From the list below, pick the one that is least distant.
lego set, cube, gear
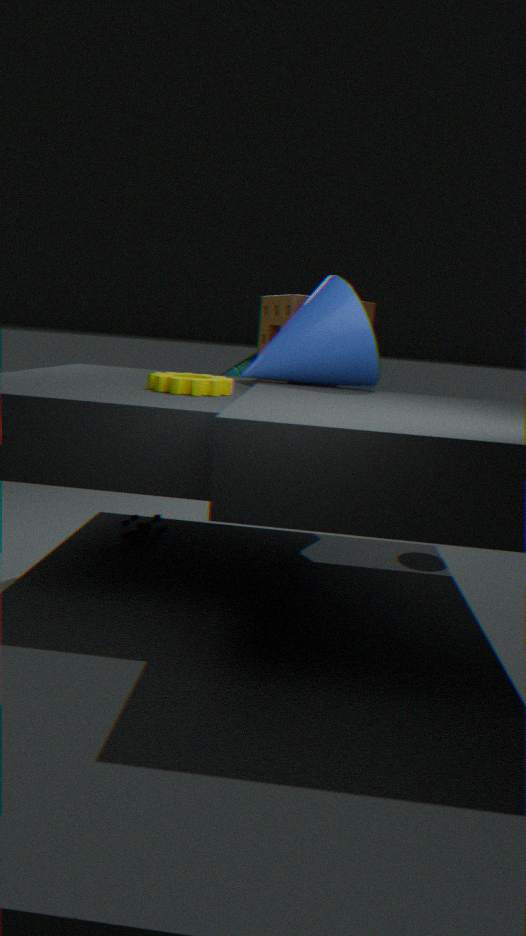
gear
